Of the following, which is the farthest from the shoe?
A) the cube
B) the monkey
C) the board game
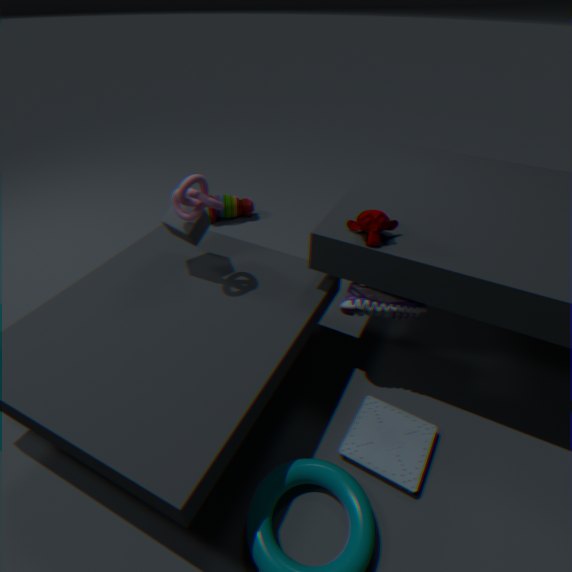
the cube
